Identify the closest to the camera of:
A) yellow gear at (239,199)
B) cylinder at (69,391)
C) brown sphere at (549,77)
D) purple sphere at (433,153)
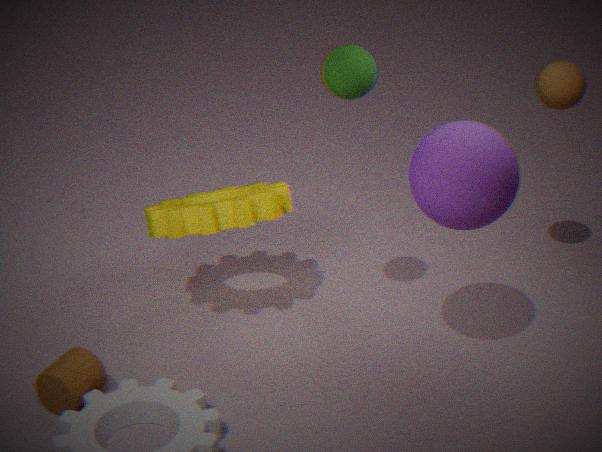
purple sphere at (433,153)
